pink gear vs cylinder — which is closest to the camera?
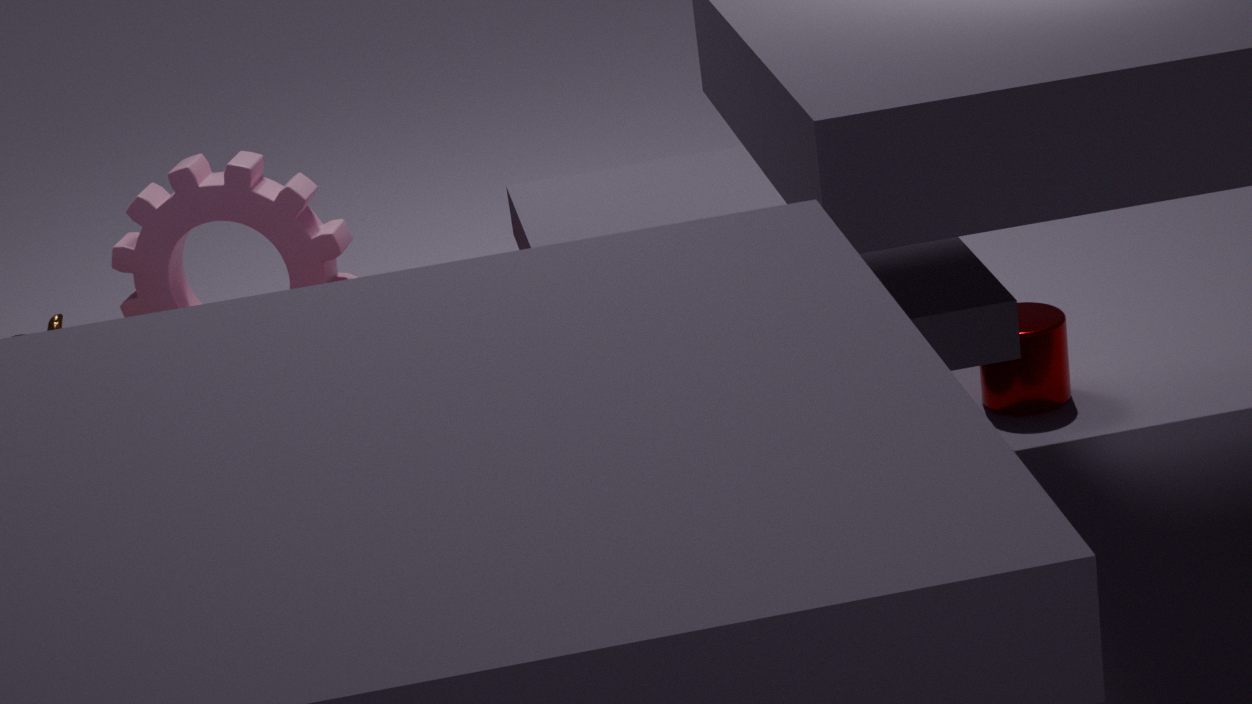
cylinder
